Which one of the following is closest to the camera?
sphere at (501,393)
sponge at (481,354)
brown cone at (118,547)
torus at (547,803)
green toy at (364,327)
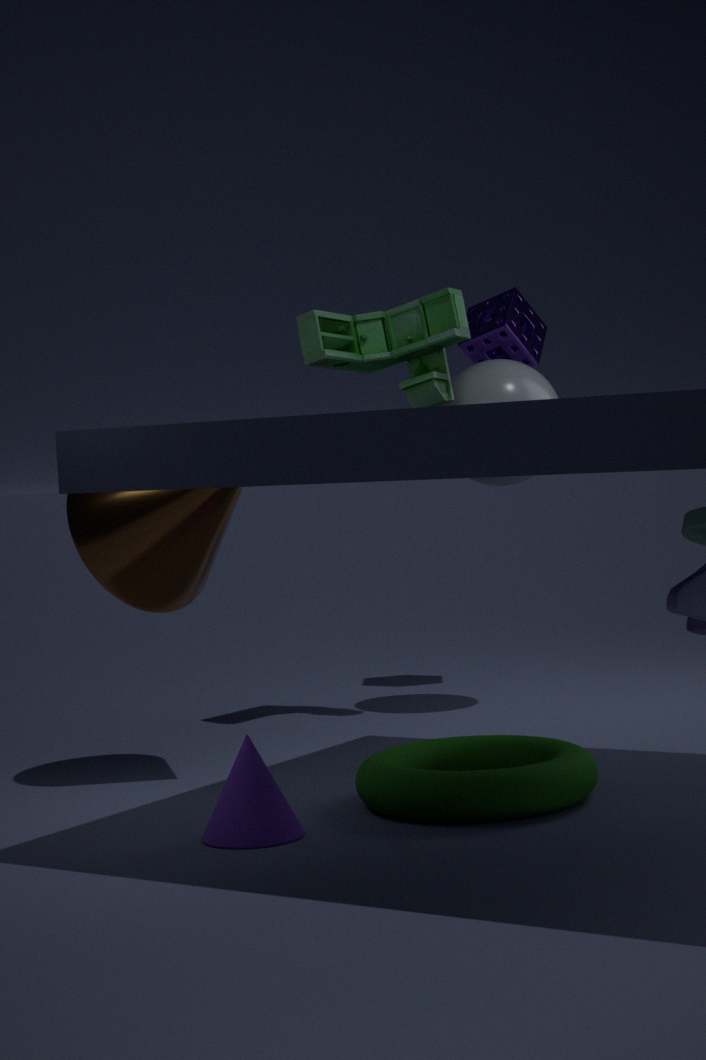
torus at (547,803)
